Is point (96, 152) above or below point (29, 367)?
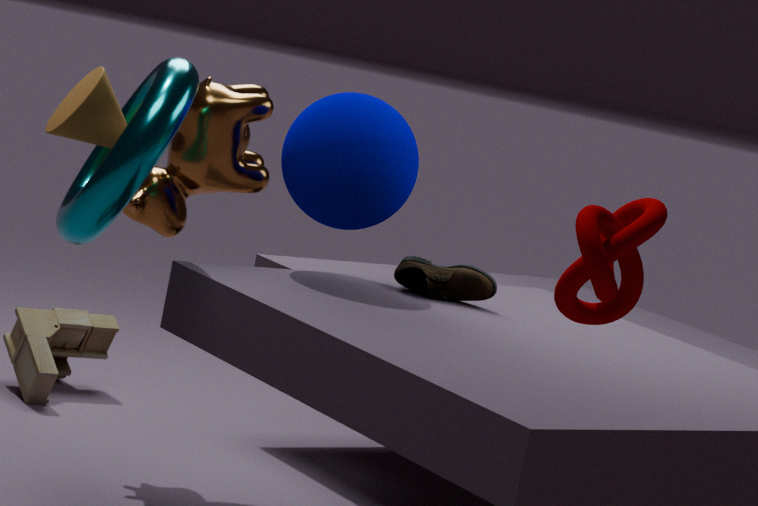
above
